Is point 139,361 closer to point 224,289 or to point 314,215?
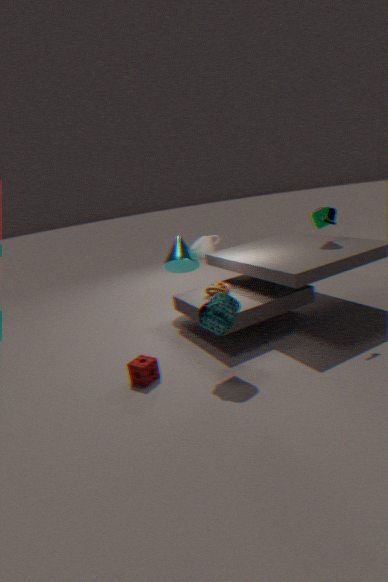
point 224,289
